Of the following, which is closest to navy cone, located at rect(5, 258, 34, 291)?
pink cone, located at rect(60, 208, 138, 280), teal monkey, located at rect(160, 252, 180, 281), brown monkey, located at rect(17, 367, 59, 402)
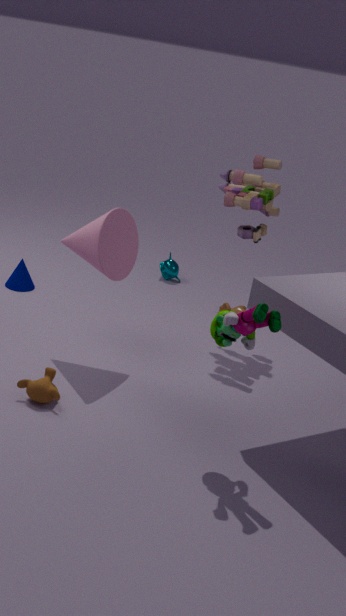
pink cone, located at rect(60, 208, 138, 280)
